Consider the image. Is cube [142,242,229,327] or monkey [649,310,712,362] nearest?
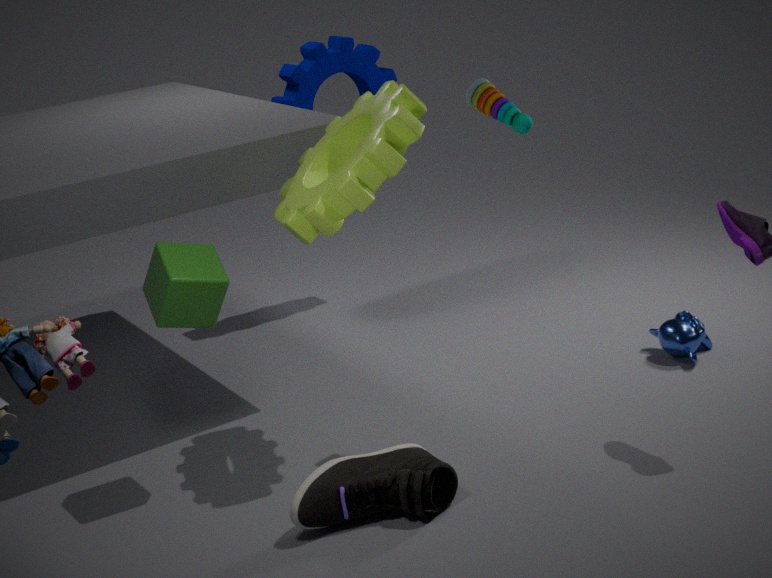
cube [142,242,229,327]
